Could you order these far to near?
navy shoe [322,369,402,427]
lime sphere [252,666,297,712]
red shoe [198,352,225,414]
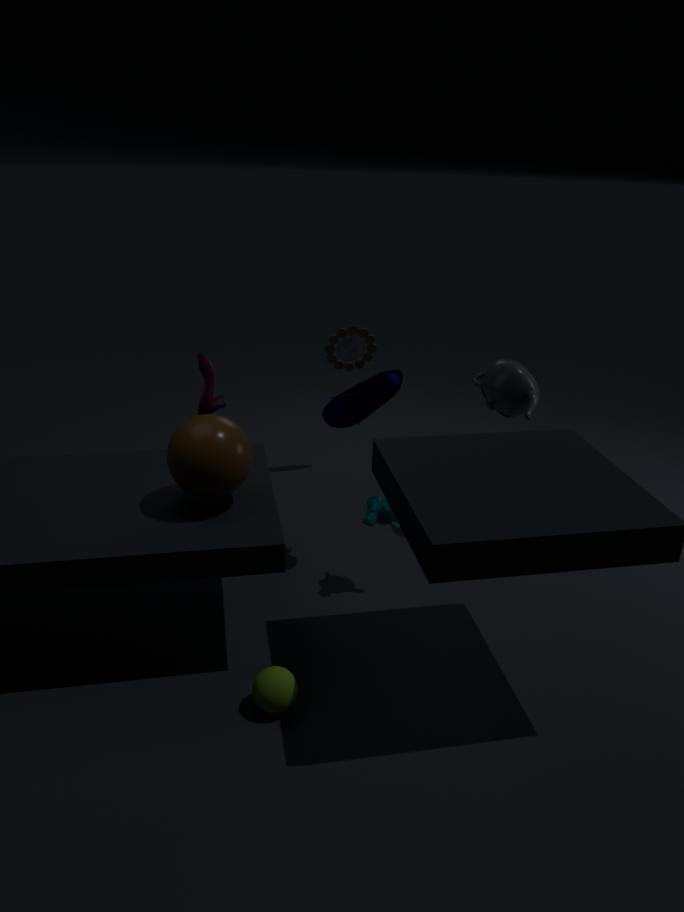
1. red shoe [198,352,225,414]
2. navy shoe [322,369,402,427]
3. lime sphere [252,666,297,712]
